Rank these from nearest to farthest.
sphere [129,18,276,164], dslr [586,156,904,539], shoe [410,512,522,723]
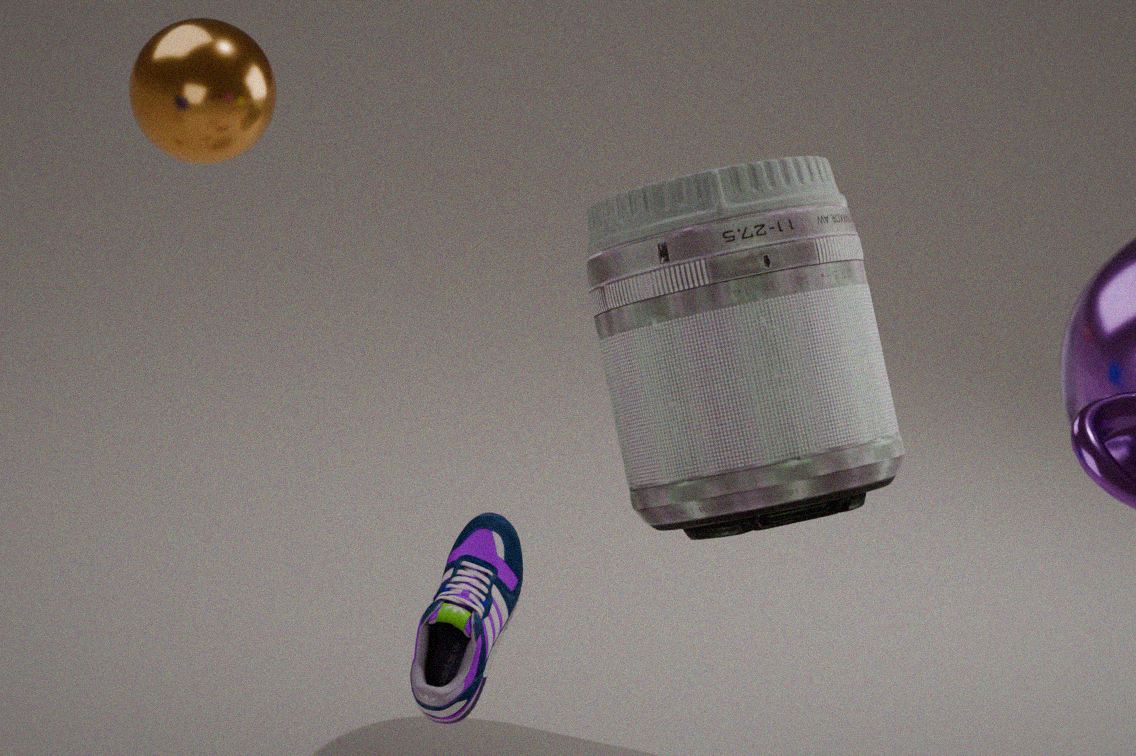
1. shoe [410,512,522,723]
2. sphere [129,18,276,164]
3. dslr [586,156,904,539]
